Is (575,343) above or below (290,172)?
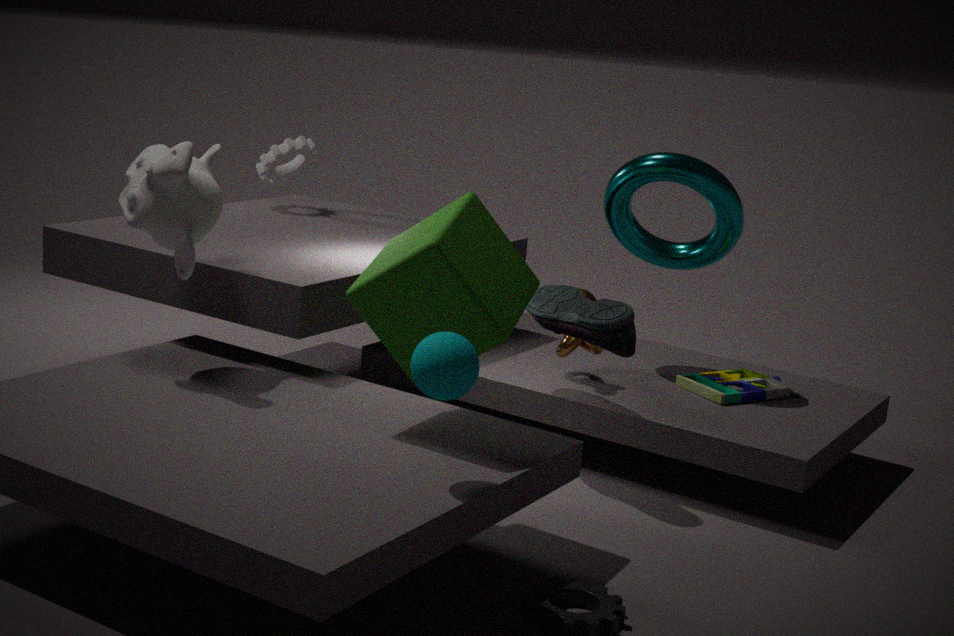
below
